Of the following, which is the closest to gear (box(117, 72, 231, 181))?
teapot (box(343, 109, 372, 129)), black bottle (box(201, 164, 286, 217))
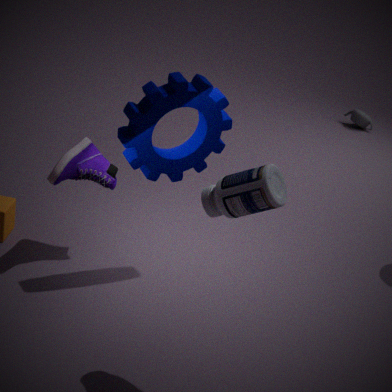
black bottle (box(201, 164, 286, 217))
